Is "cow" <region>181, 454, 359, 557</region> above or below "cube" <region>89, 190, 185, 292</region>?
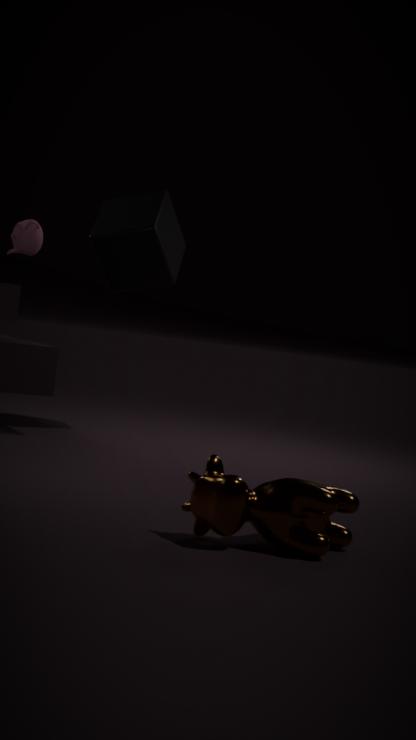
below
